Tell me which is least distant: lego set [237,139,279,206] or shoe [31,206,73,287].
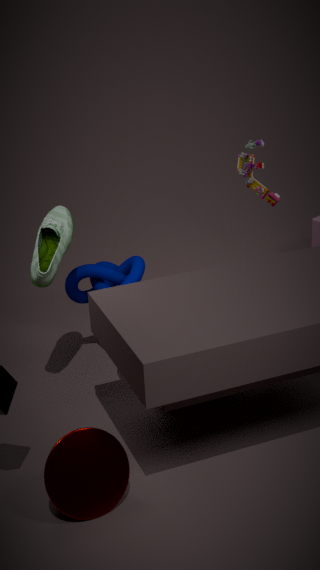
shoe [31,206,73,287]
